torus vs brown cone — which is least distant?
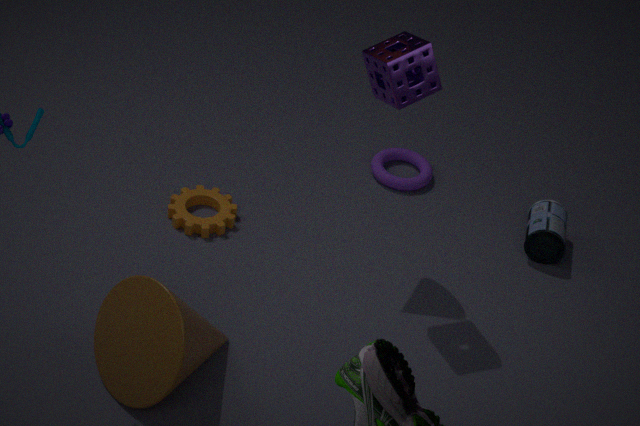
brown cone
